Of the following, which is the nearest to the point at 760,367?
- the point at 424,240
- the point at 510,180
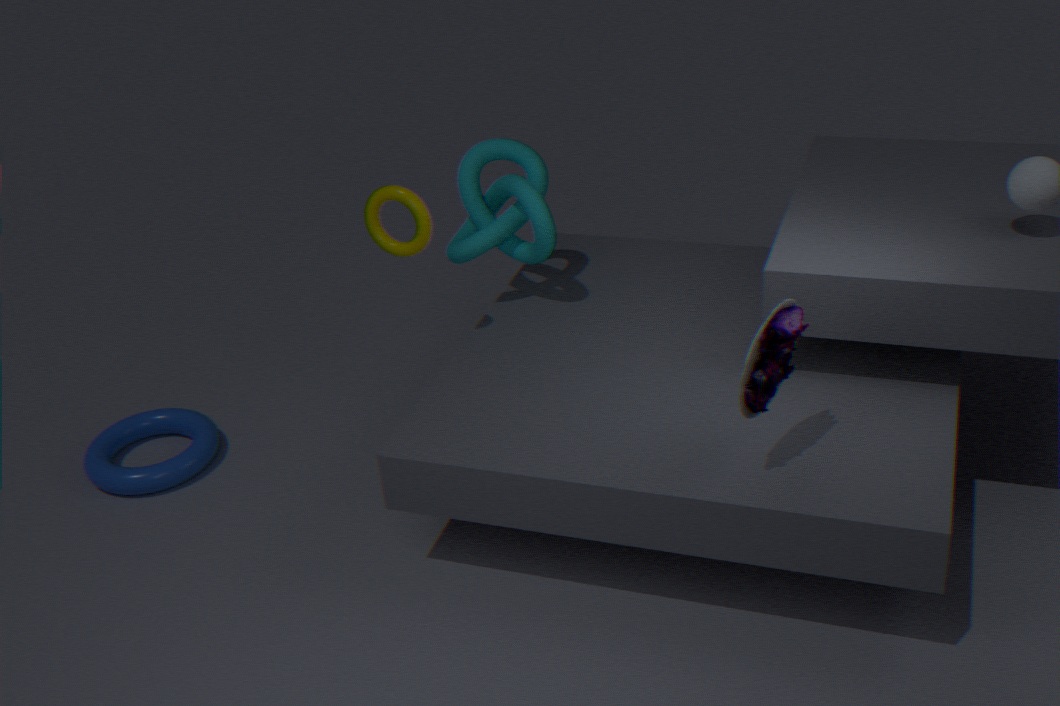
the point at 424,240
